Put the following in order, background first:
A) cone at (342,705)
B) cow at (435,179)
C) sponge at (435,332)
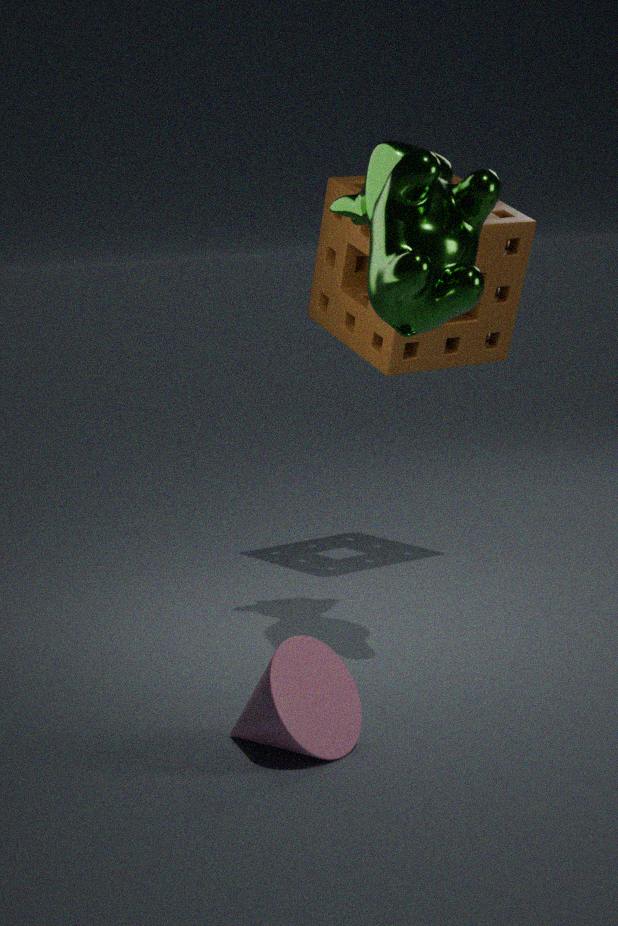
1. C. sponge at (435,332)
2. B. cow at (435,179)
3. A. cone at (342,705)
